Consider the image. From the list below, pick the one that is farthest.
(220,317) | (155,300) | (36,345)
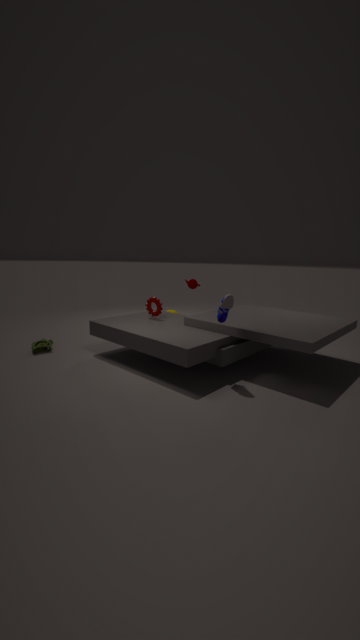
(155,300)
